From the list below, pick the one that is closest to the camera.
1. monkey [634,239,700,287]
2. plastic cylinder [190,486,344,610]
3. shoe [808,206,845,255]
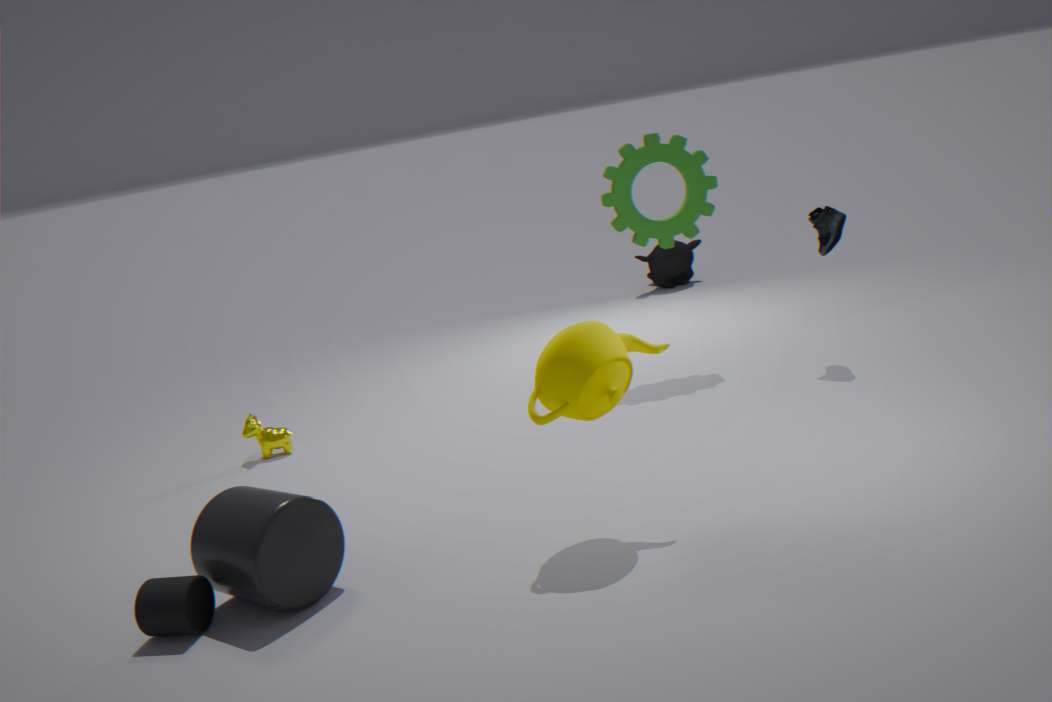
plastic cylinder [190,486,344,610]
